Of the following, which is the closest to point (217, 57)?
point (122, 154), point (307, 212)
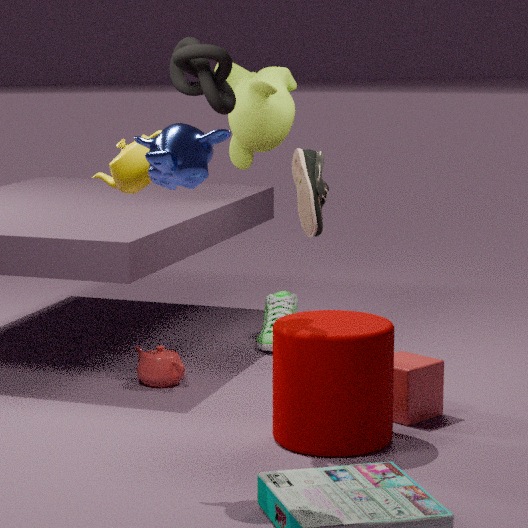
point (122, 154)
